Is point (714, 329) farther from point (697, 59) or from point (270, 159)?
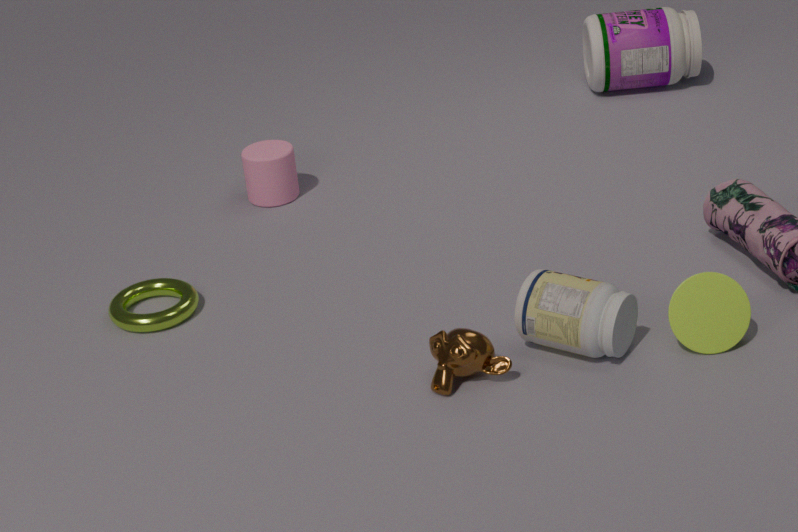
point (697, 59)
